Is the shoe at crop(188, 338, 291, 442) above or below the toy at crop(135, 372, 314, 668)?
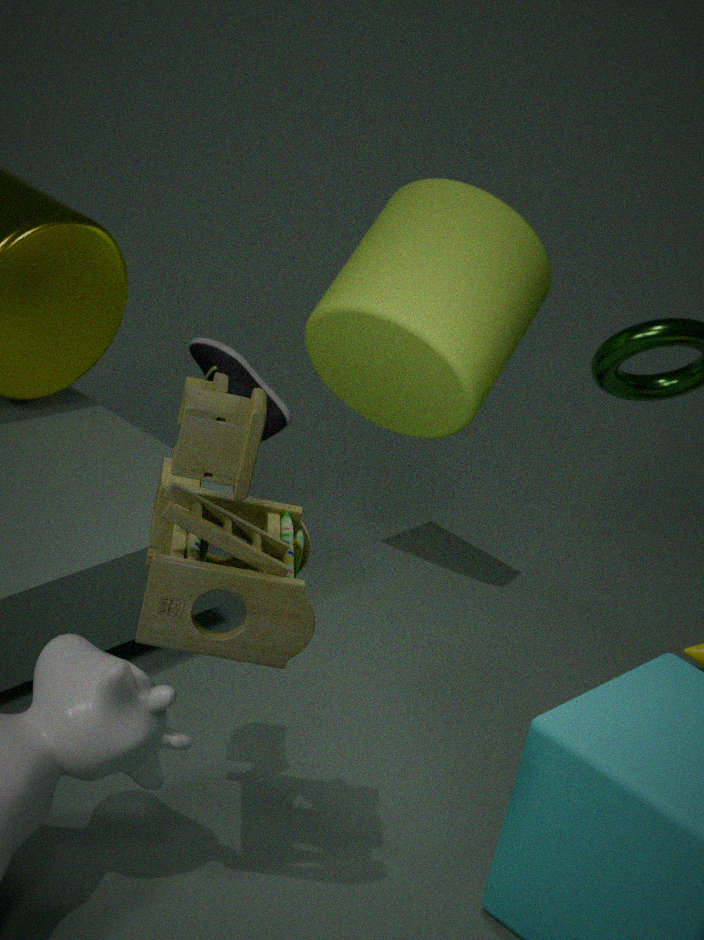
below
